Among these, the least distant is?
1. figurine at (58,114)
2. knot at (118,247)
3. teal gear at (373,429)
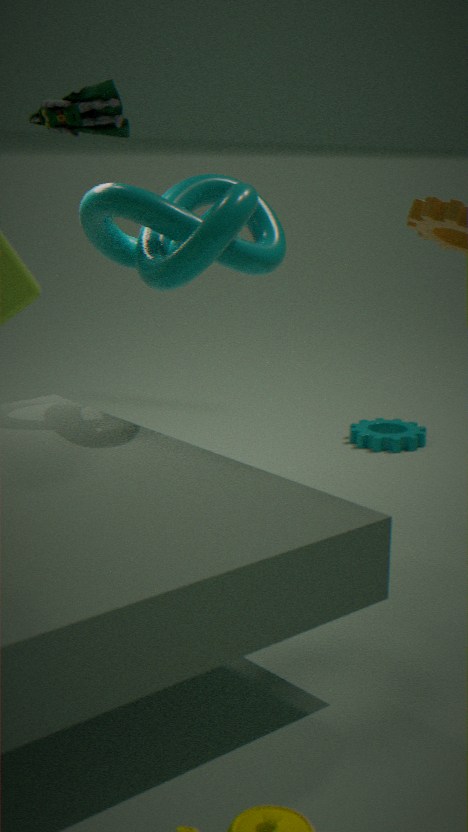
knot at (118,247)
